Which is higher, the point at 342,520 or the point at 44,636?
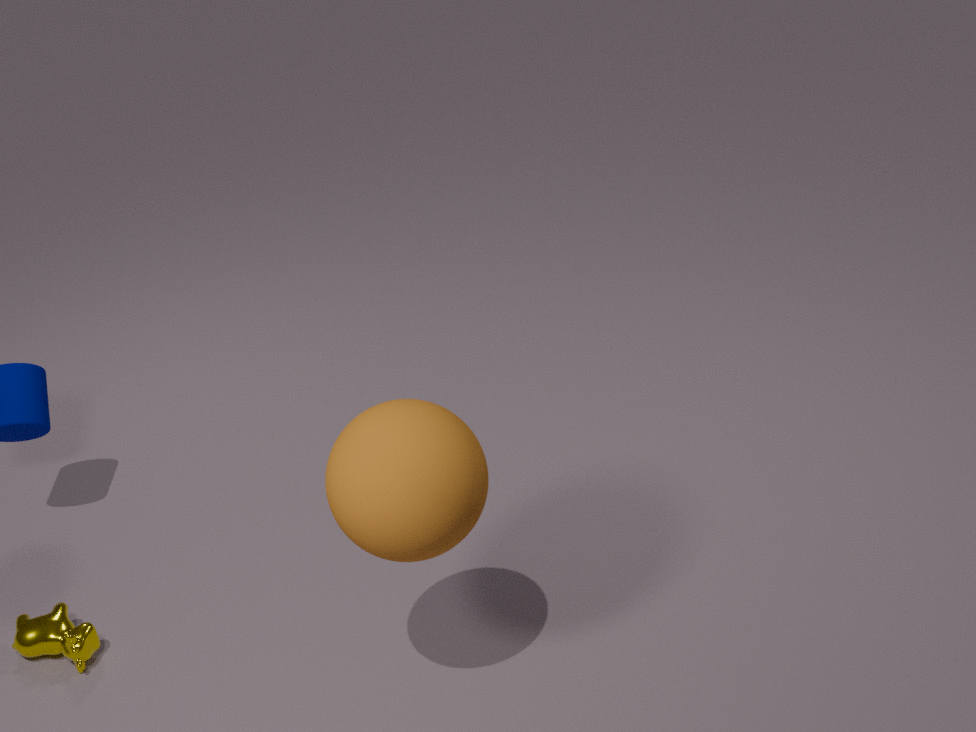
the point at 342,520
